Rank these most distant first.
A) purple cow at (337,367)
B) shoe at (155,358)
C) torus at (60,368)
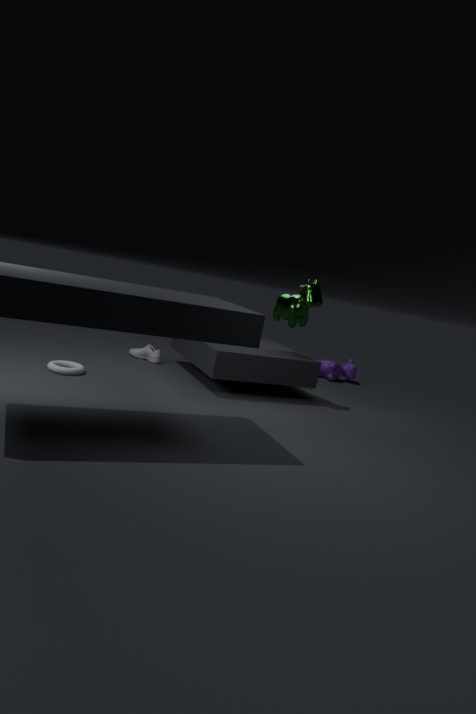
purple cow at (337,367) → shoe at (155,358) → torus at (60,368)
